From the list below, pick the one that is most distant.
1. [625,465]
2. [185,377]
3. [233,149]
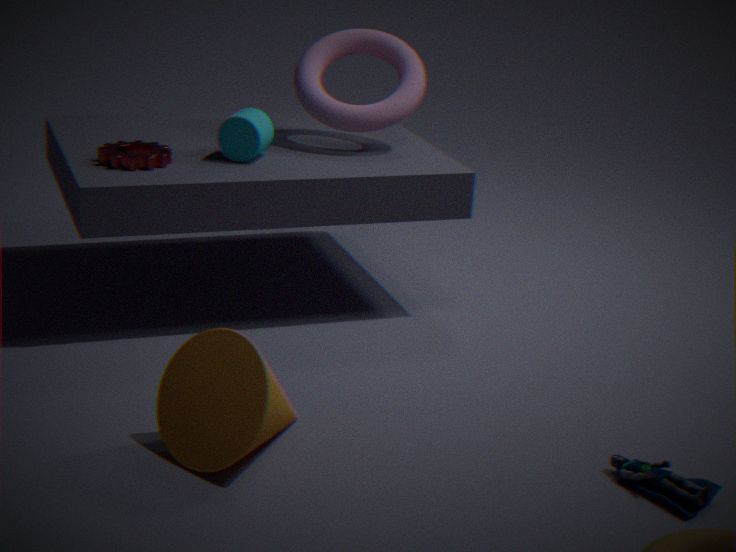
[233,149]
